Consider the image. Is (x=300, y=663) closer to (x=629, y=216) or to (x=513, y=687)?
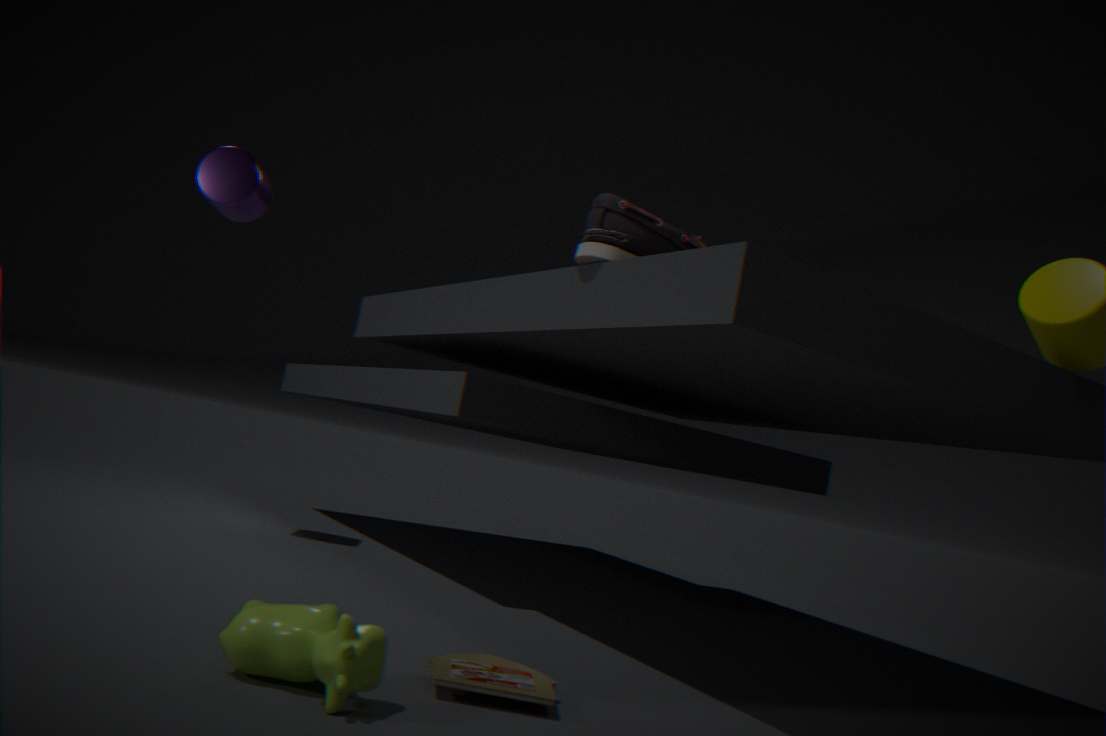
(x=513, y=687)
